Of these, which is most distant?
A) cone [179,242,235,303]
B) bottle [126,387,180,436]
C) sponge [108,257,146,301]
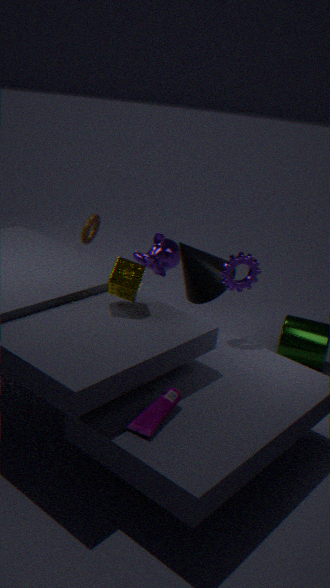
cone [179,242,235,303]
